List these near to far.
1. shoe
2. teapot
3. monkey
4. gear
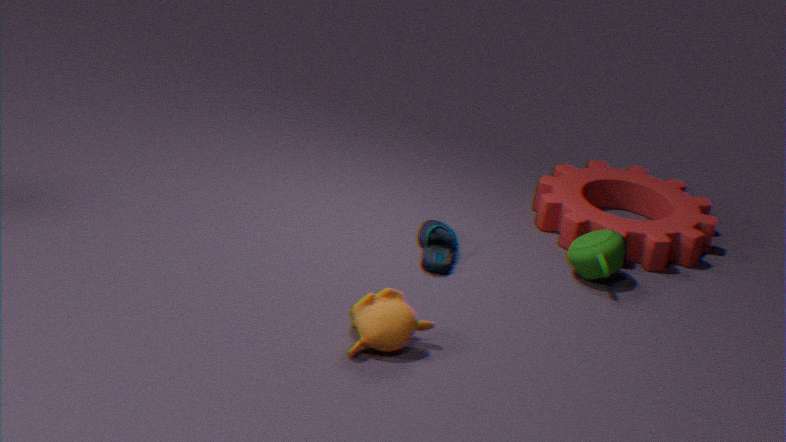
monkey, shoe, teapot, gear
